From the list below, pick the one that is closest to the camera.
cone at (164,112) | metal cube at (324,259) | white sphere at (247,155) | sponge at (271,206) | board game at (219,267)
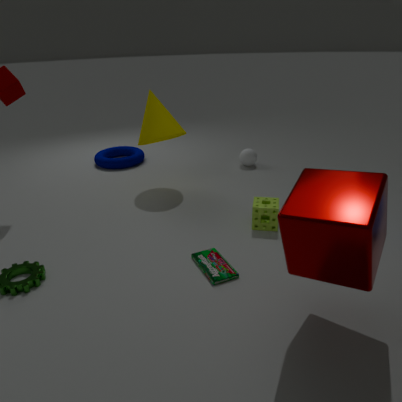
metal cube at (324,259)
